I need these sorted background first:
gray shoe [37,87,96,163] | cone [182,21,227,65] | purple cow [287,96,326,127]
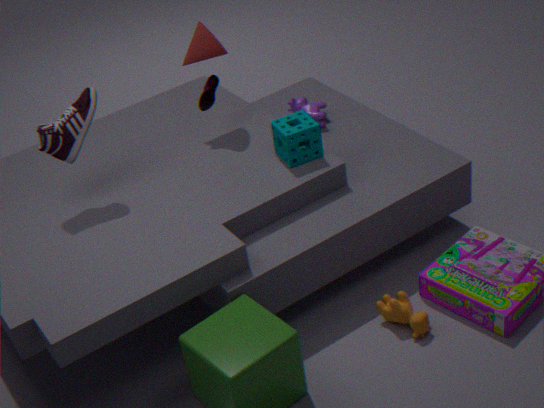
purple cow [287,96,326,127] < cone [182,21,227,65] < gray shoe [37,87,96,163]
